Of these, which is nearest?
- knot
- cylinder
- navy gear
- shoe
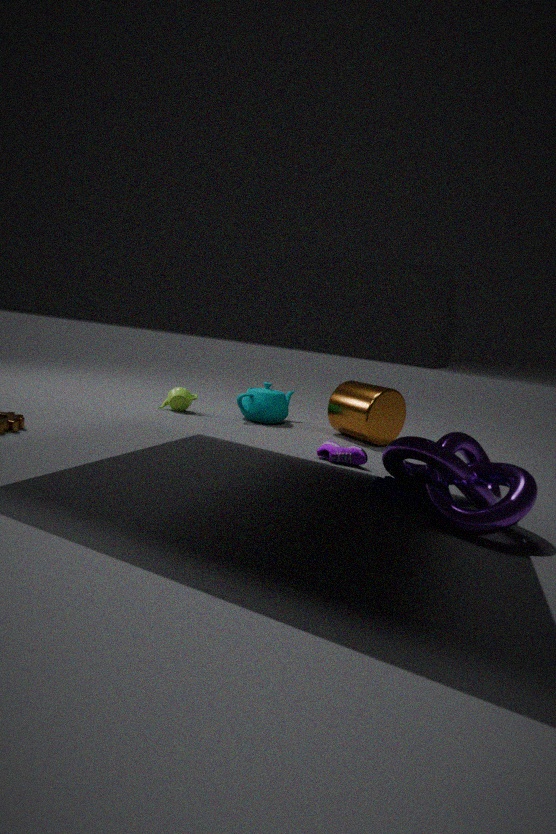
knot
